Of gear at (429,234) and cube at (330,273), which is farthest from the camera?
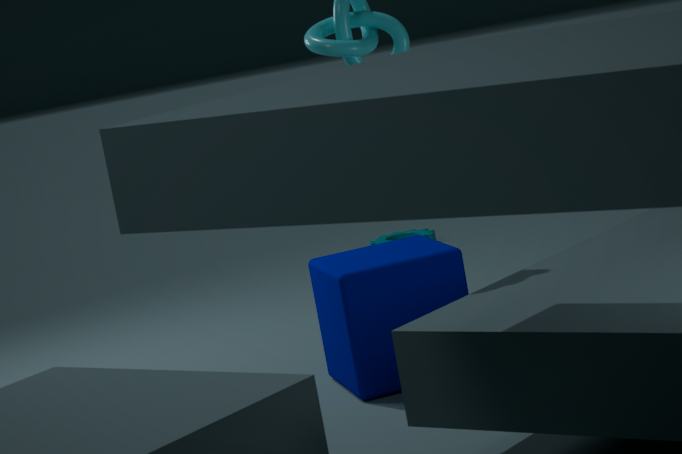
gear at (429,234)
